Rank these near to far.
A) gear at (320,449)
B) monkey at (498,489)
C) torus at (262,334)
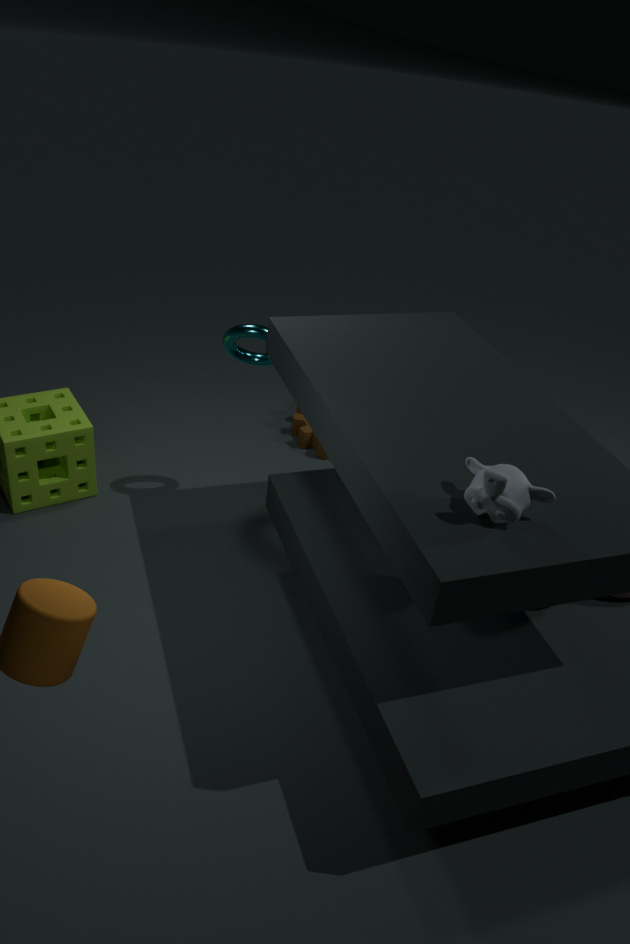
monkey at (498,489), torus at (262,334), gear at (320,449)
